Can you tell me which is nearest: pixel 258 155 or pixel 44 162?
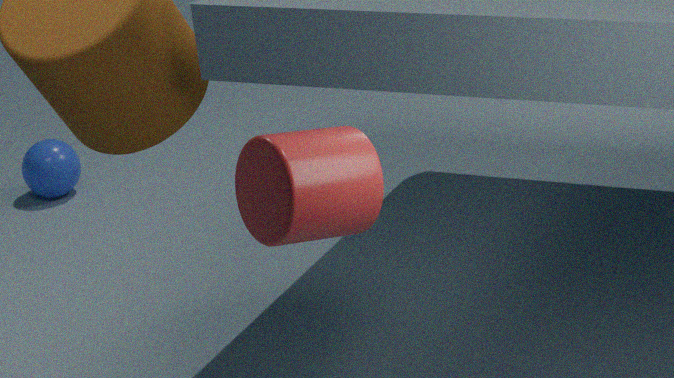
pixel 258 155
